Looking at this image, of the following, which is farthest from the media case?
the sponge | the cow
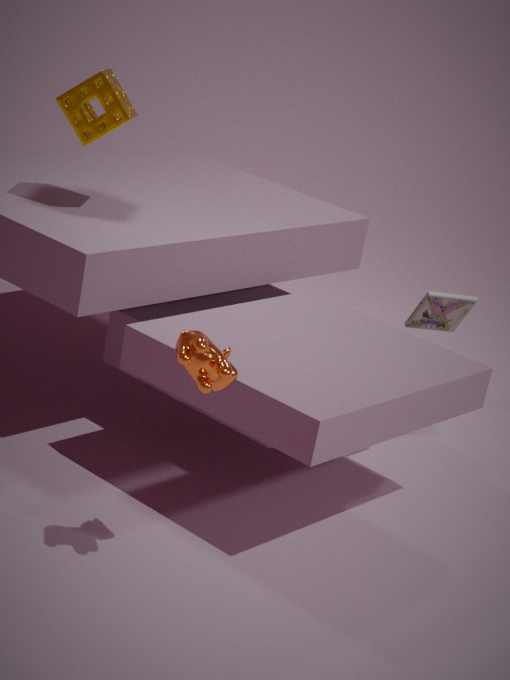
the cow
